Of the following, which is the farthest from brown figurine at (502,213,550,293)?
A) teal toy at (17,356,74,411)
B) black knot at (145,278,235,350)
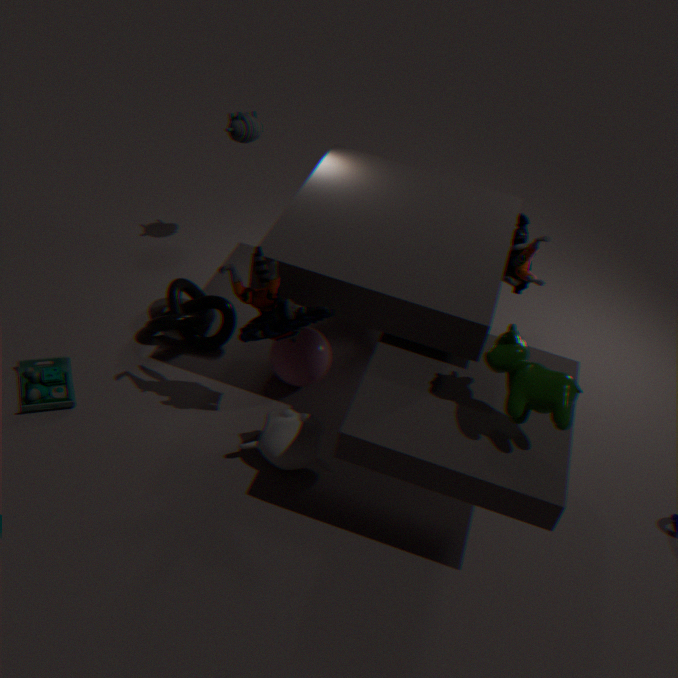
teal toy at (17,356,74,411)
